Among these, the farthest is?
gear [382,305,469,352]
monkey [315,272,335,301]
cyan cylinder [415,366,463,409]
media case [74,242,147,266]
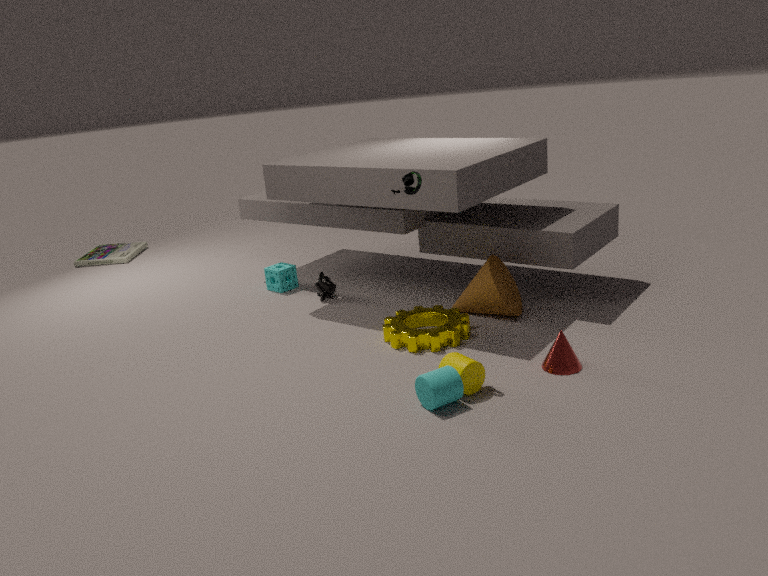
media case [74,242,147,266]
